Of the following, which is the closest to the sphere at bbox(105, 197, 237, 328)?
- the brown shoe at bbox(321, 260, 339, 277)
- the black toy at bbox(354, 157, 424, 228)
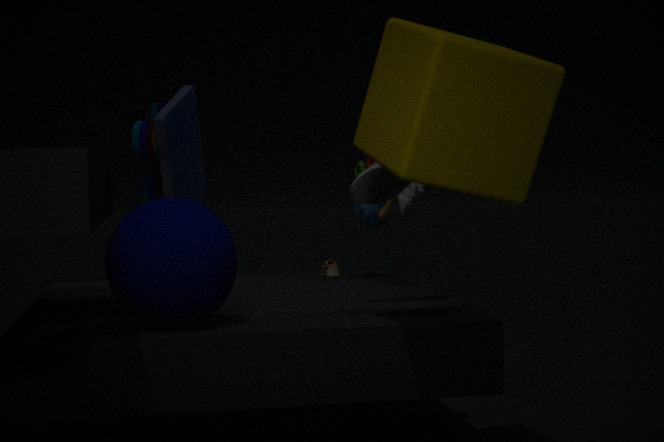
the black toy at bbox(354, 157, 424, 228)
